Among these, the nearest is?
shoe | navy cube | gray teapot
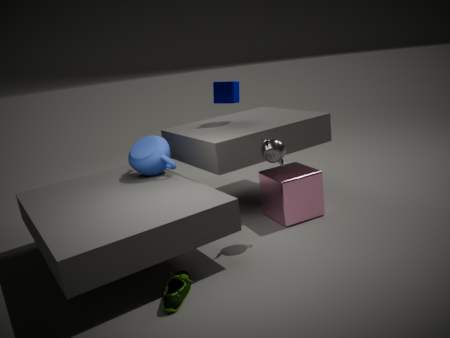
shoe
